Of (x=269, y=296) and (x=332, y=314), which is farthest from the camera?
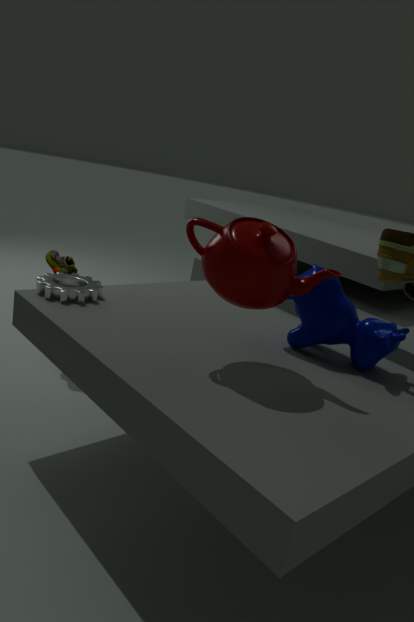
(x=332, y=314)
